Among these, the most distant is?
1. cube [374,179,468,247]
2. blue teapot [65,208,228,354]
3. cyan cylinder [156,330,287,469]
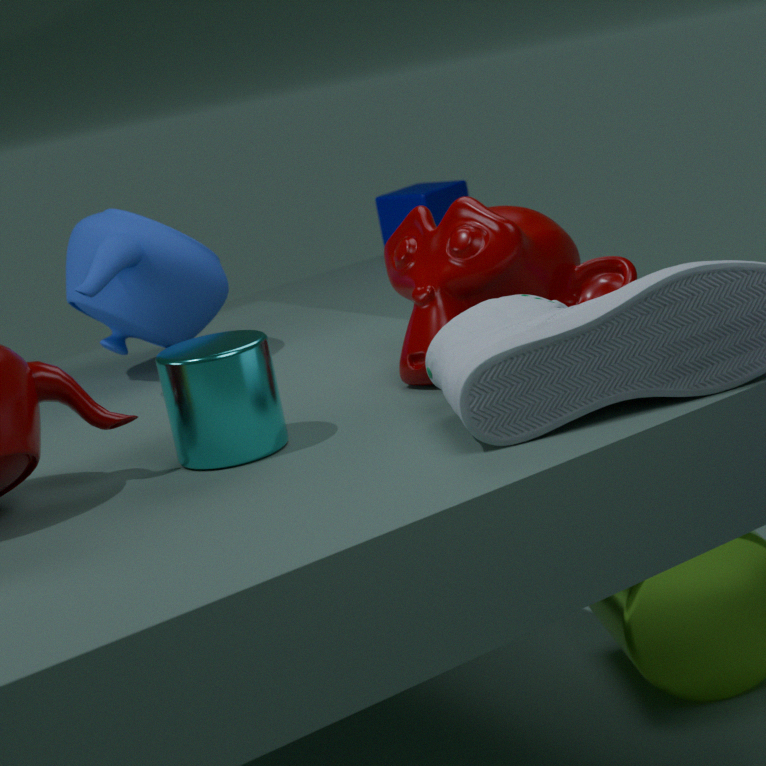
cube [374,179,468,247]
